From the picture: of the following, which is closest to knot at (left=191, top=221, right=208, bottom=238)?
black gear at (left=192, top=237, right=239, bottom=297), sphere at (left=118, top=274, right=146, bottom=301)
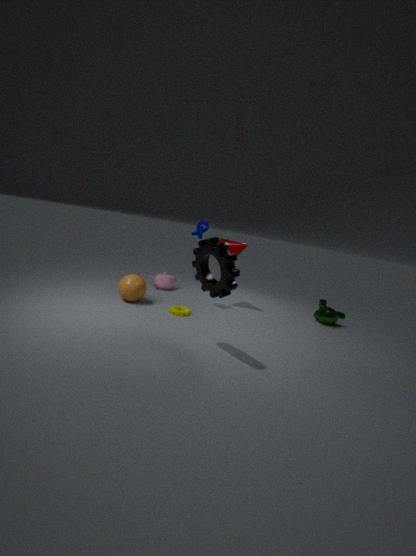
sphere at (left=118, top=274, right=146, bottom=301)
